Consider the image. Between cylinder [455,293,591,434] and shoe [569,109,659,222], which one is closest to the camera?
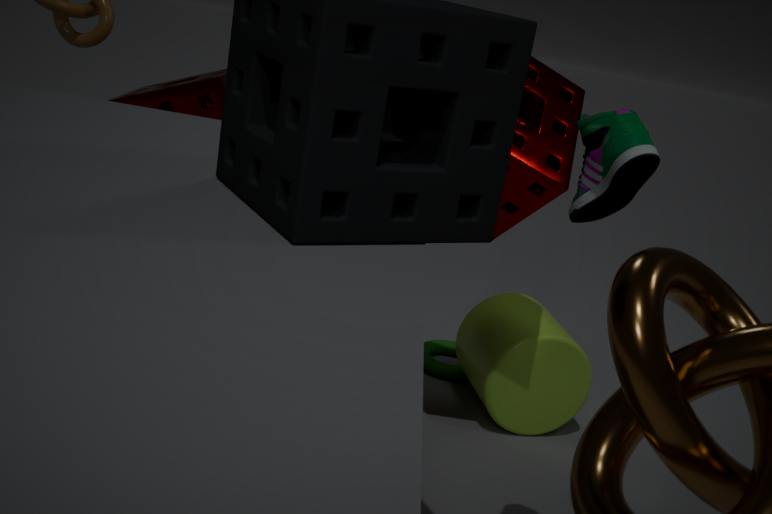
shoe [569,109,659,222]
